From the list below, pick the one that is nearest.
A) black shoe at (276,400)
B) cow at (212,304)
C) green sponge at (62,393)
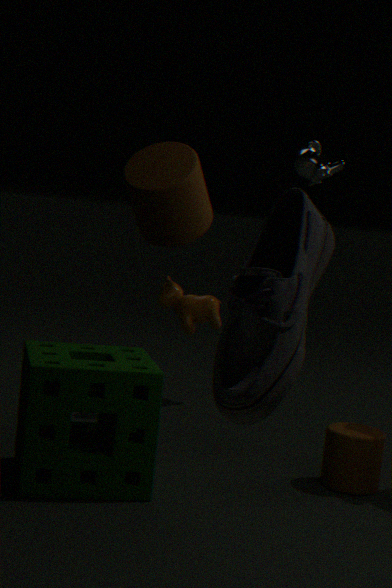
black shoe at (276,400)
